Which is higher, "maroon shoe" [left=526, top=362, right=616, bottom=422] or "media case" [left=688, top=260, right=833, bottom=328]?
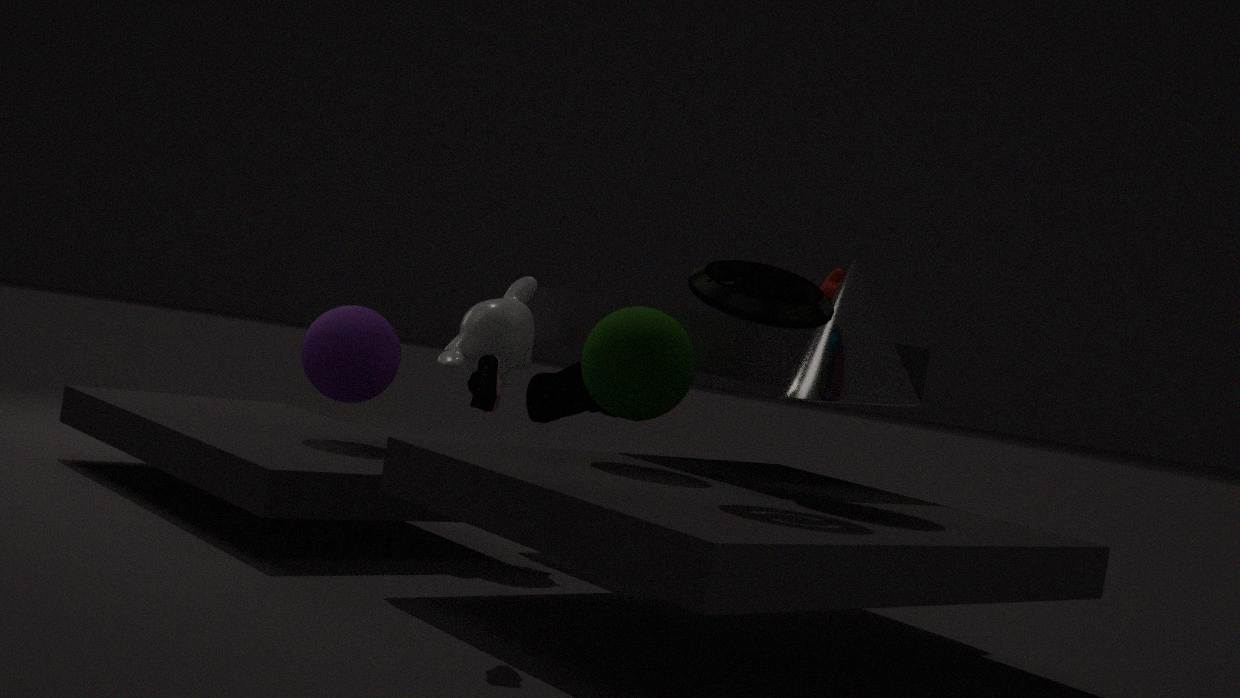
"media case" [left=688, top=260, right=833, bottom=328]
